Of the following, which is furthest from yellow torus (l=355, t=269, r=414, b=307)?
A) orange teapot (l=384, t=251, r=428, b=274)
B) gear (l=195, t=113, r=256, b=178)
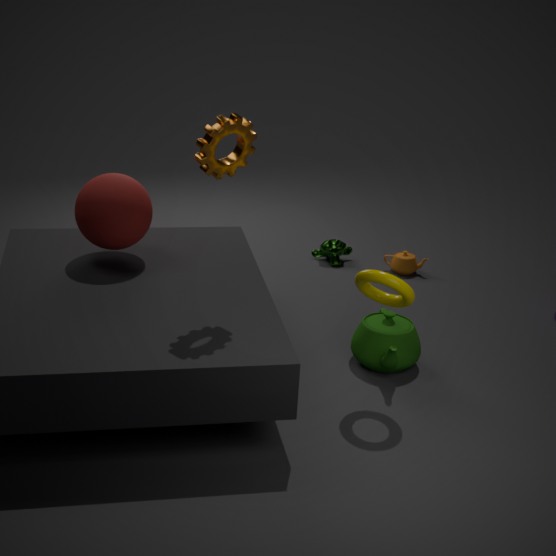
orange teapot (l=384, t=251, r=428, b=274)
